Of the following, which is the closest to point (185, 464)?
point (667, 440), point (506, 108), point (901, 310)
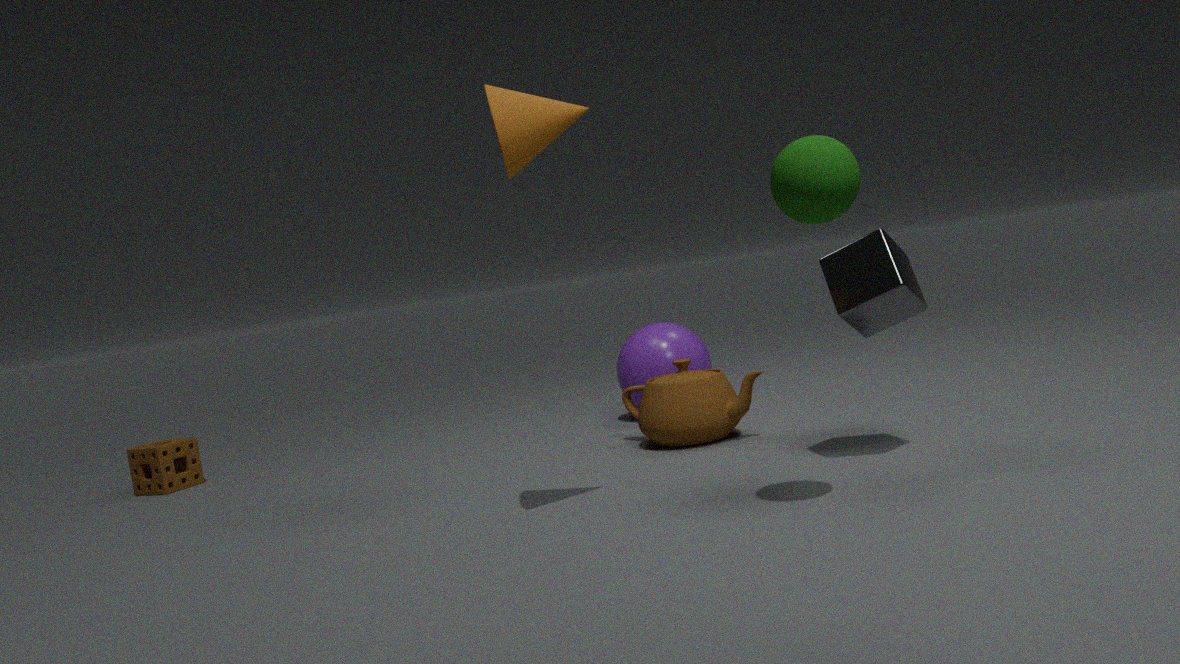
point (667, 440)
